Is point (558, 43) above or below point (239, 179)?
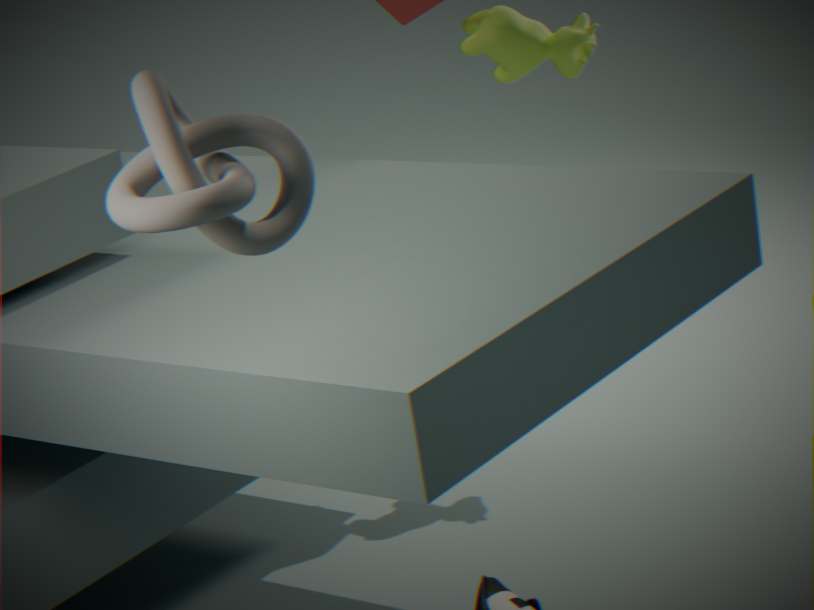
below
